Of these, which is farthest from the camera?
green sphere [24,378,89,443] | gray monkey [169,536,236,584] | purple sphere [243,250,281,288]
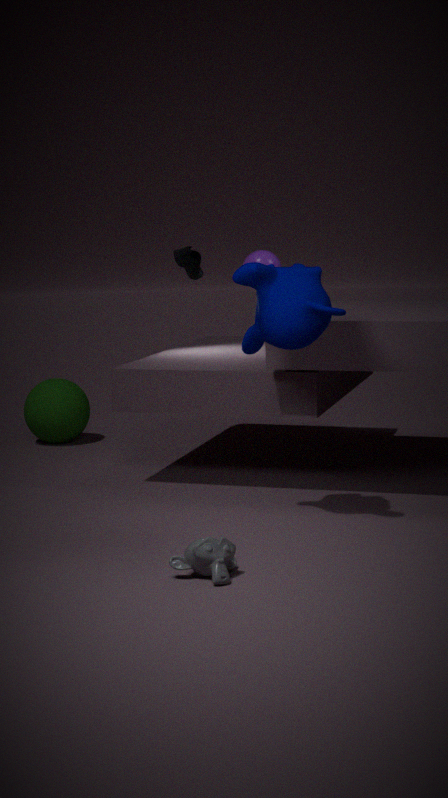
green sphere [24,378,89,443]
